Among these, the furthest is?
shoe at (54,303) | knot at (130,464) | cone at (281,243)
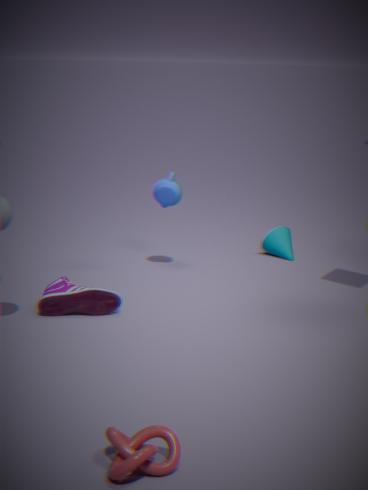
cone at (281,243)
